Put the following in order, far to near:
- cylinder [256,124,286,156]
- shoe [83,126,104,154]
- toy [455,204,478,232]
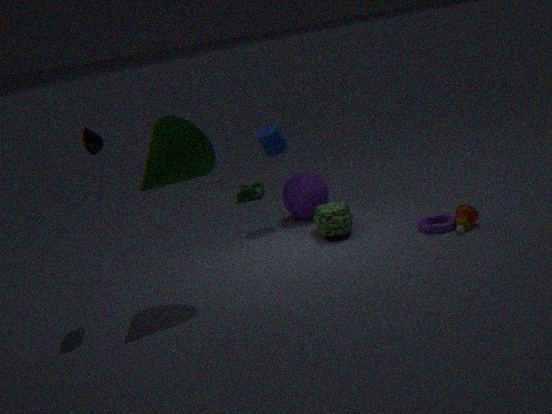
1. cylinder [256,124,286,156]
2. toy [455,204,478,232]
3. shoe [83,126,104,154]
